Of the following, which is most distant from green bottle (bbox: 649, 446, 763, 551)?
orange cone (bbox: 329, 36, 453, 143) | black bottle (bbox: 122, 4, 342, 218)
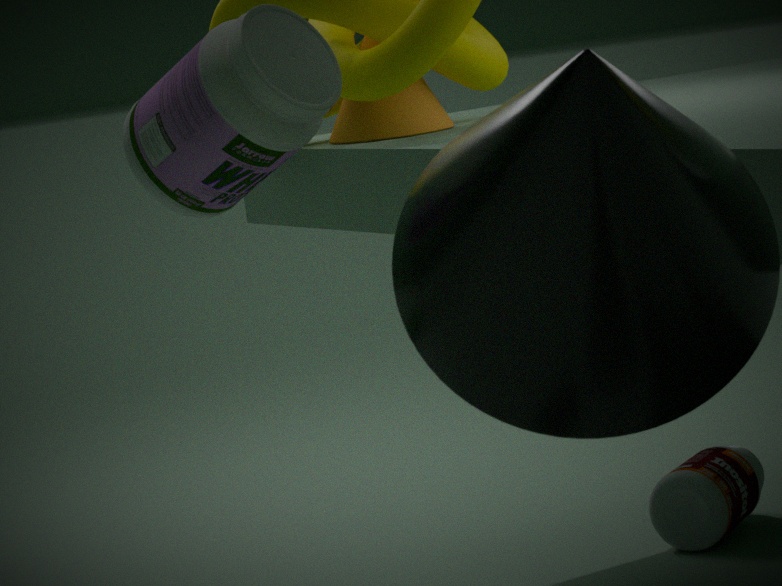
black bottle (bbox: 122, 4, 342, 218)
